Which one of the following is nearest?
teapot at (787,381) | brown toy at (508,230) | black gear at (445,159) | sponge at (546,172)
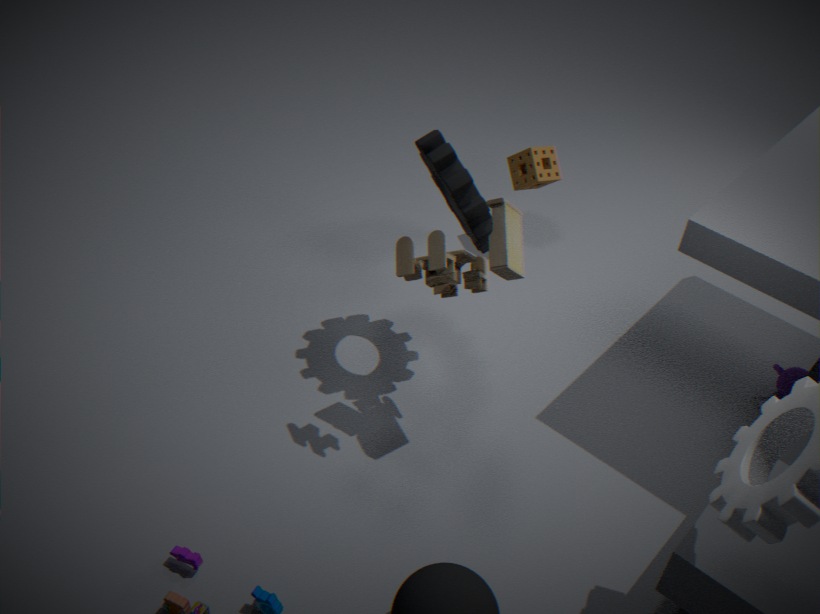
brown toy at (508,230)
